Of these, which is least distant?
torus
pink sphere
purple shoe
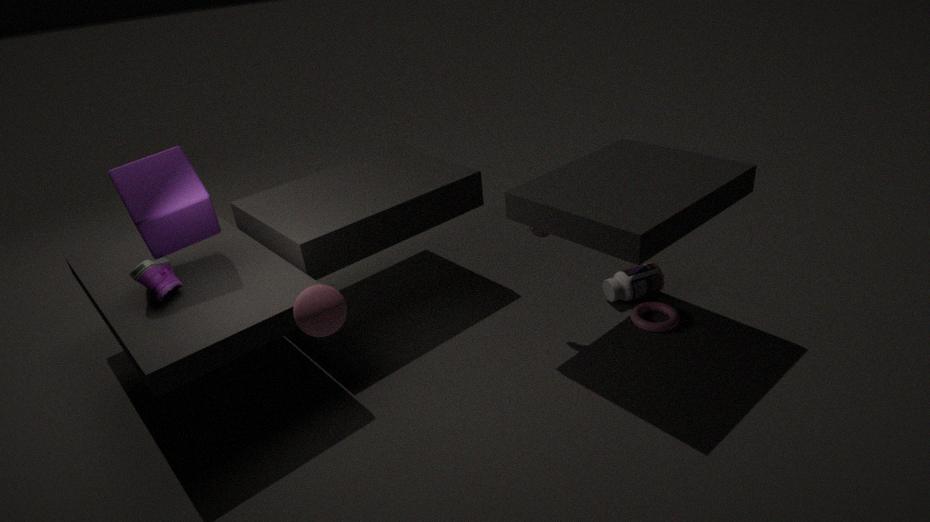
pink sphere
